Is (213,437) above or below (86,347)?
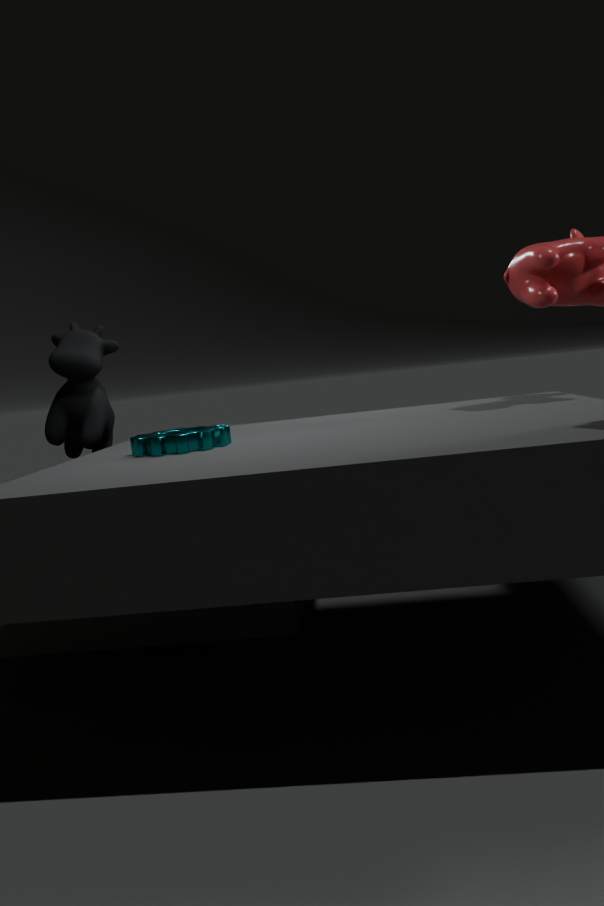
below
